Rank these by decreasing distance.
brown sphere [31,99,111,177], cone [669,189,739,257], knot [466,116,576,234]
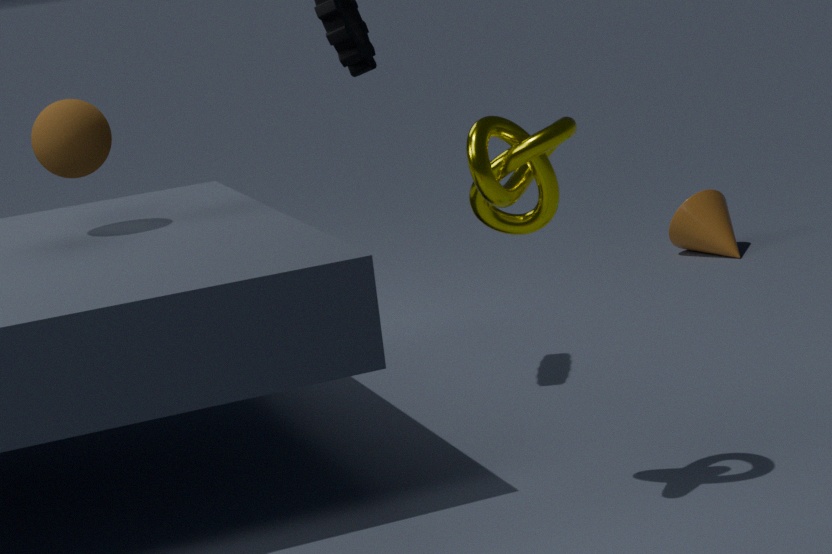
cone [669,189,739,257] → brown sphere [31,99,111,177] → knot [466,116,576,234]
